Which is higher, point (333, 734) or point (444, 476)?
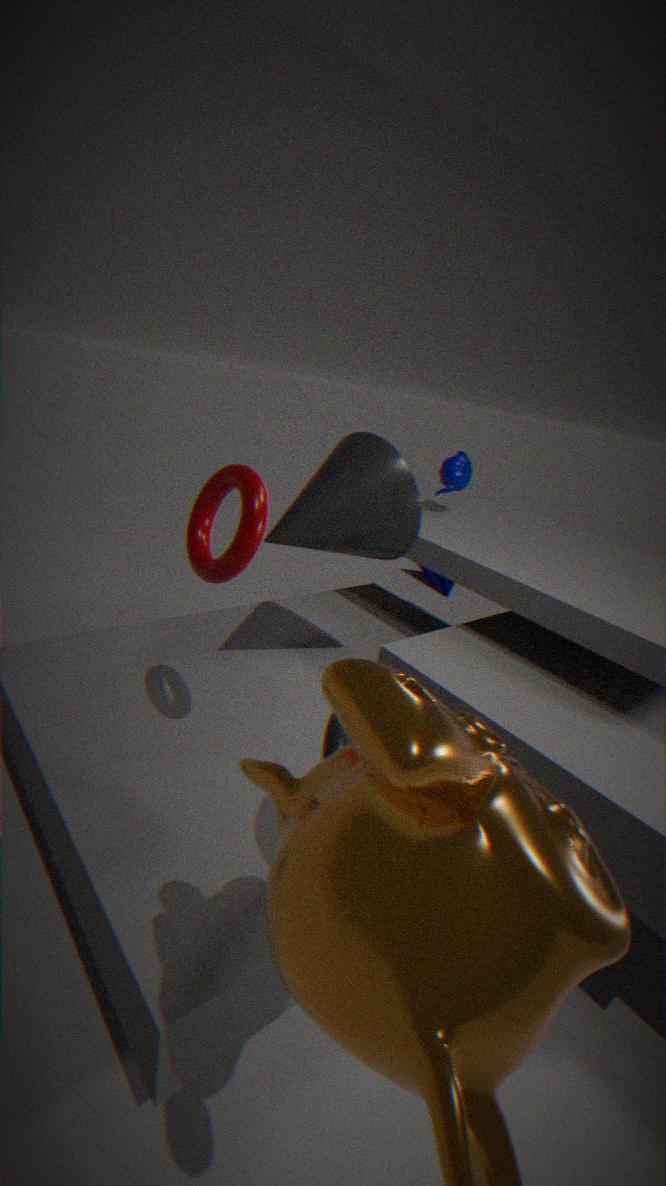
point (444, 476)
